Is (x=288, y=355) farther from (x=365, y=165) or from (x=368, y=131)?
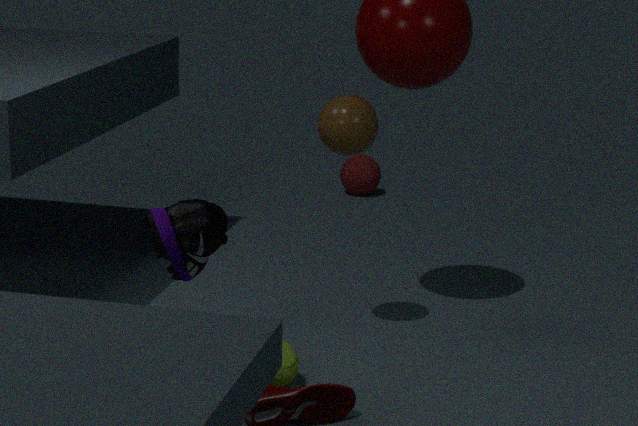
(x=365, y=165)
